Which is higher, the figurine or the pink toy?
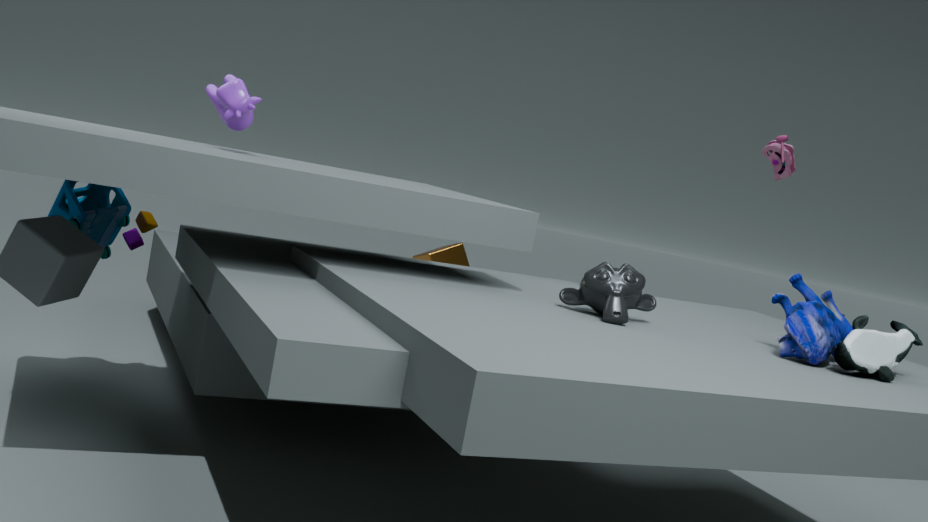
the pink toy
